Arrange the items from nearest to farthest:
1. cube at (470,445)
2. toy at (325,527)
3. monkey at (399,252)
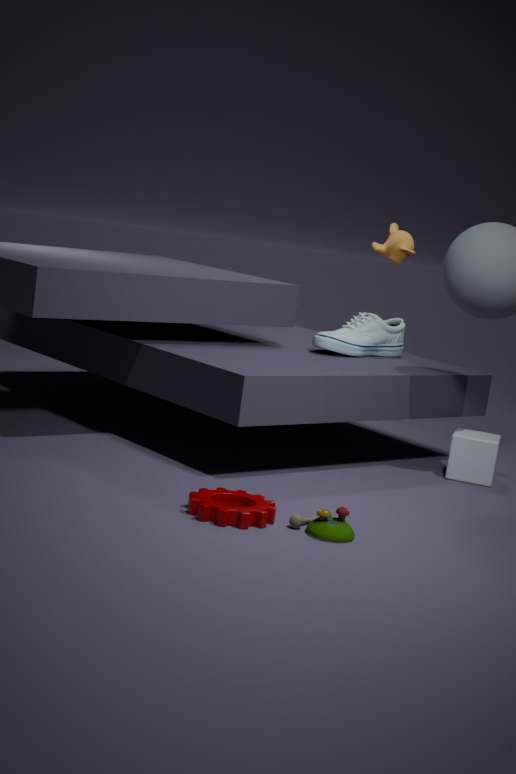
1. toy at (325,527)
2. cube at (470,445)
3. monkey at (399,252)
